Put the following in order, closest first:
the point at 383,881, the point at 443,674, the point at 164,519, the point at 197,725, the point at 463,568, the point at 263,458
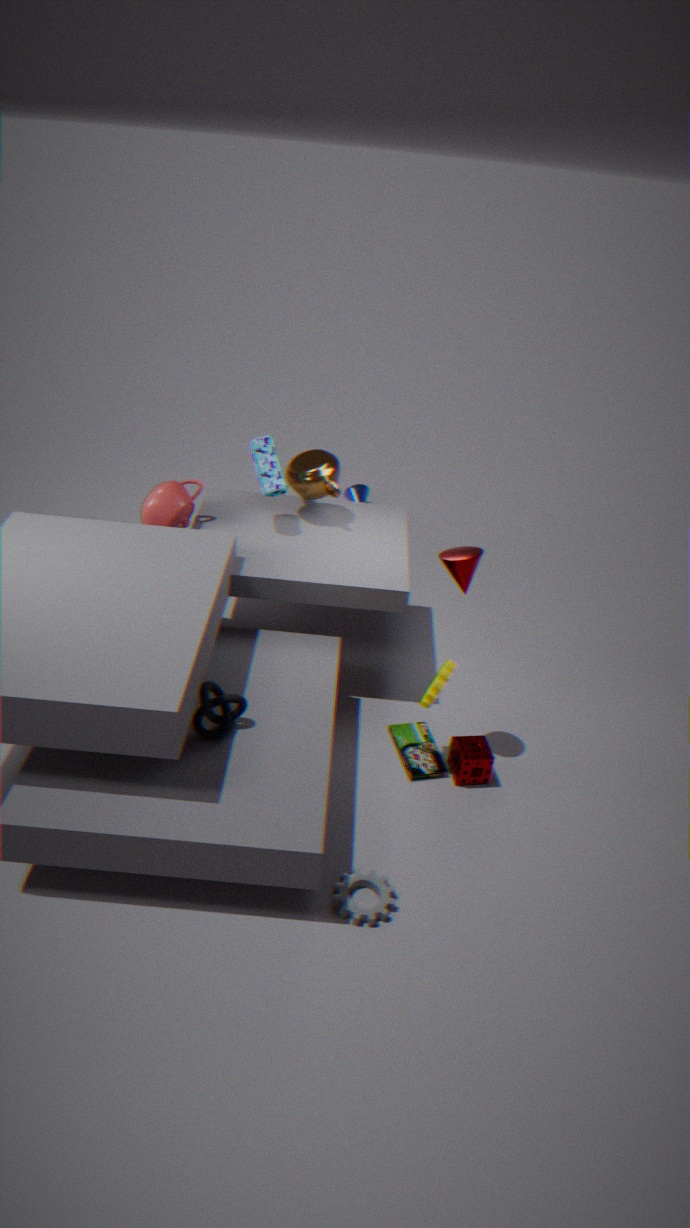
the point at 383,881
the point at 197,725
the point at 463,568
the point at 443,674
the point at 164,519
the point at 263,458
